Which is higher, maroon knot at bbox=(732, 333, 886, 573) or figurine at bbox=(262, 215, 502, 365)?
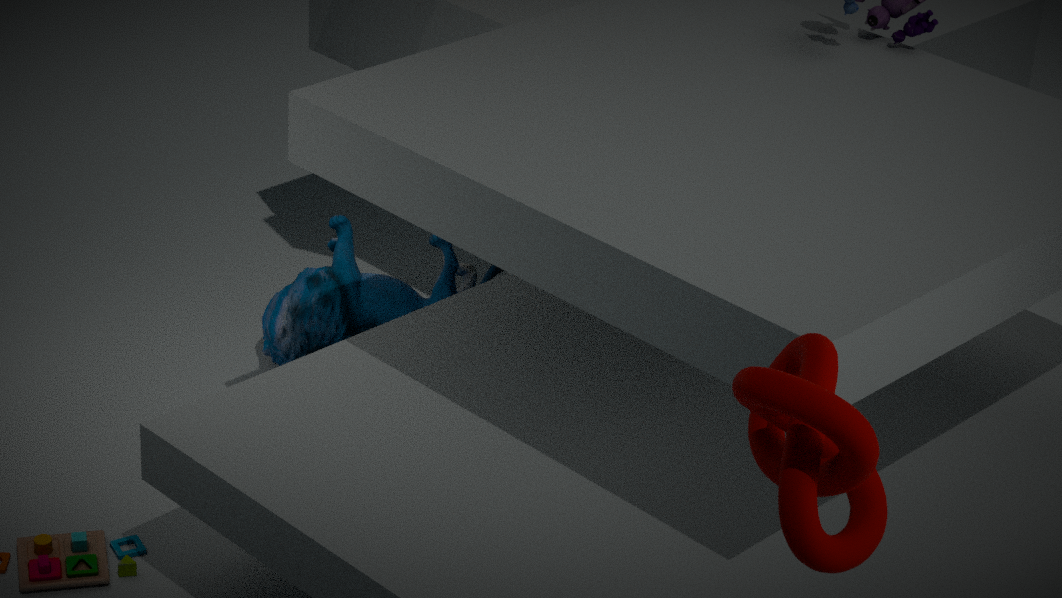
maroon knot at bbox=(732, 333, 886, 573)
